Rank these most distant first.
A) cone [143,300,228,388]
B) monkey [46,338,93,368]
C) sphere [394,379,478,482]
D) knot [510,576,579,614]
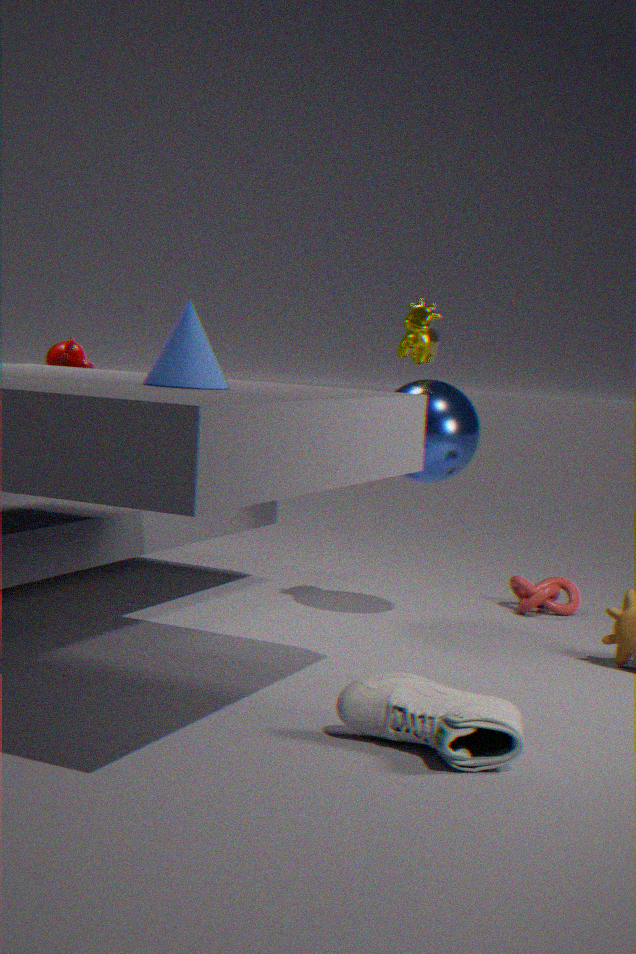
D. knot [510,576,579,614] < B. monkey [46,338,93,368] < C. sphere [394,379,478,482] < A. cone [143,300,228,388]
